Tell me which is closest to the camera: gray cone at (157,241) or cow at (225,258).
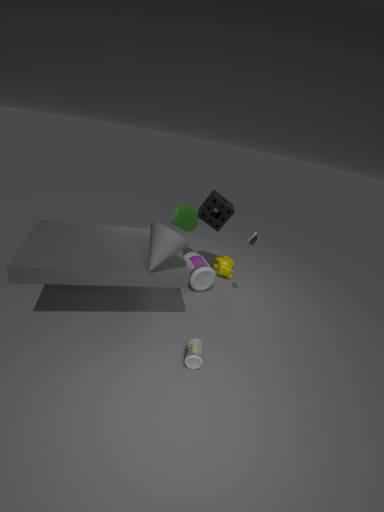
gray cone at (157,241)
